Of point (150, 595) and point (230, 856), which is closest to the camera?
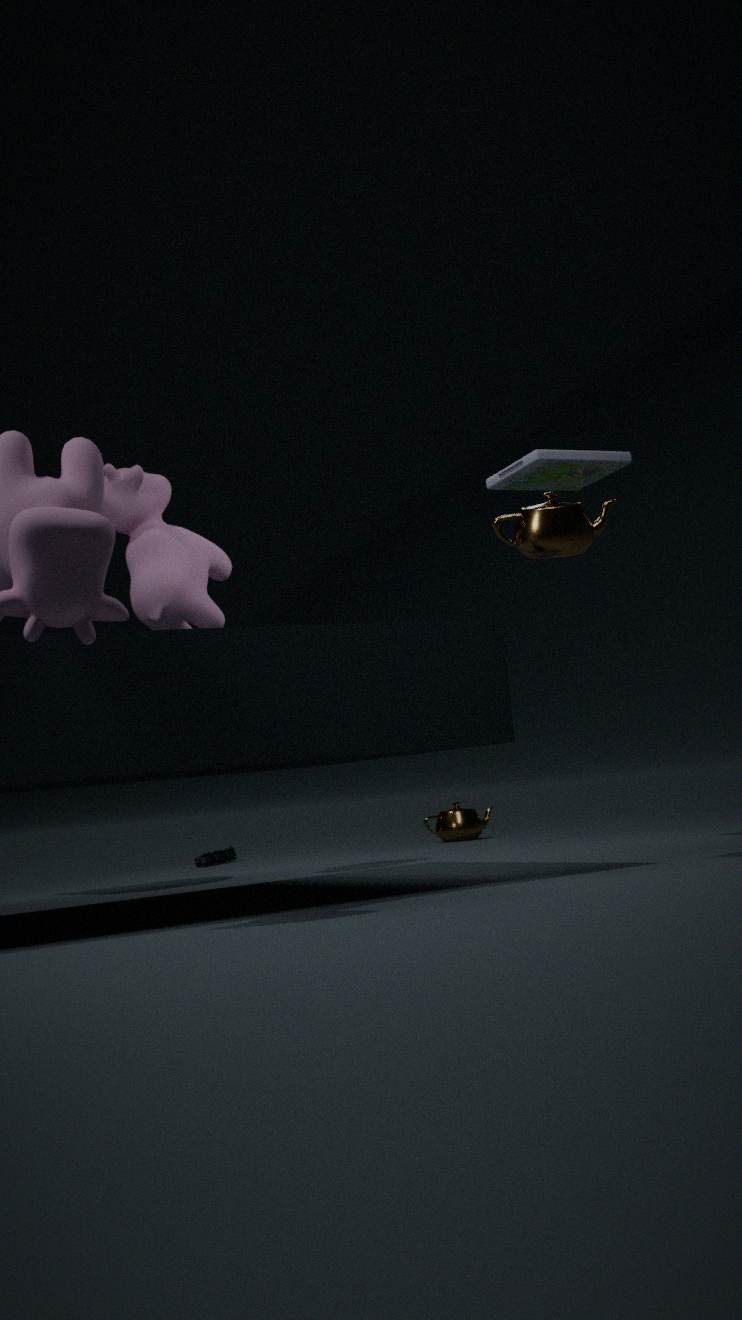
point (150, 595)
